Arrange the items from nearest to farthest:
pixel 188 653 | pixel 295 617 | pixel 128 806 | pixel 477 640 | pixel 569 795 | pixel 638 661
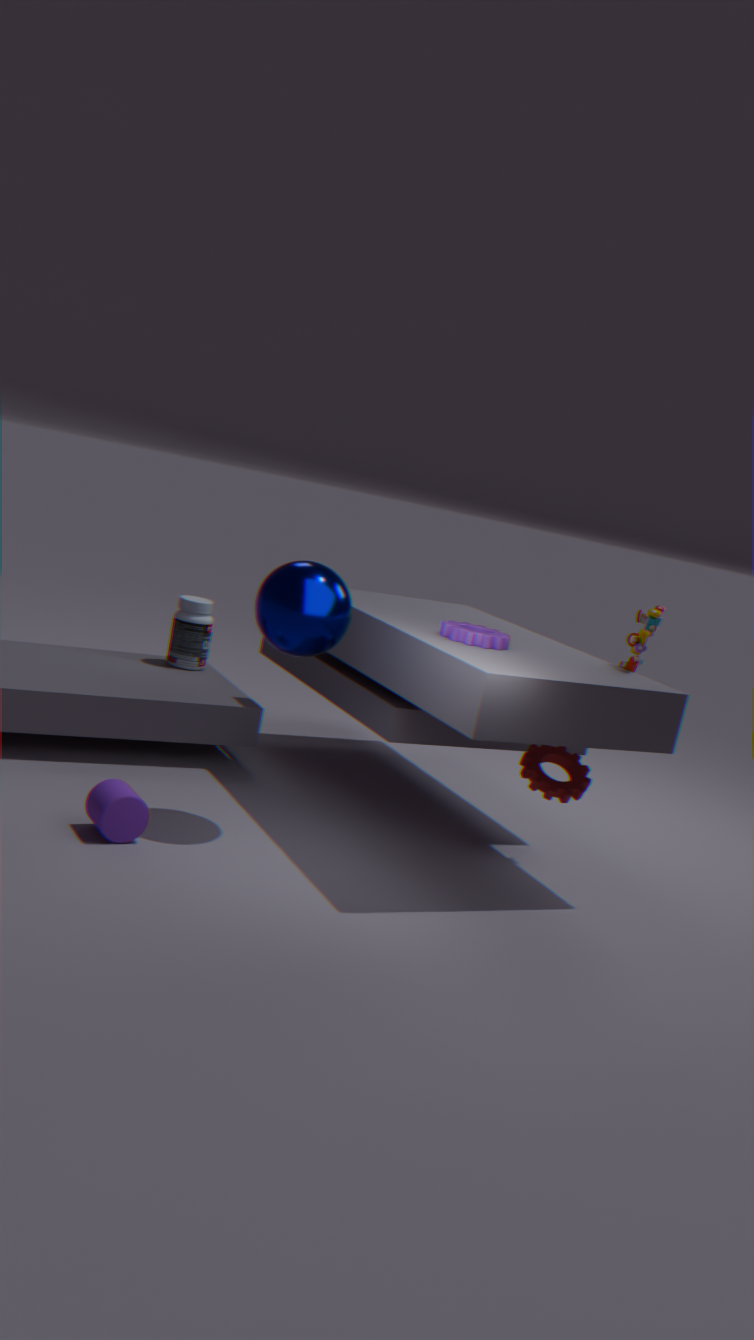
pixel 128 806, pixel 295 617, pixel 569 795, pixel 477 640, pixel 638 661, pixel 188 653
